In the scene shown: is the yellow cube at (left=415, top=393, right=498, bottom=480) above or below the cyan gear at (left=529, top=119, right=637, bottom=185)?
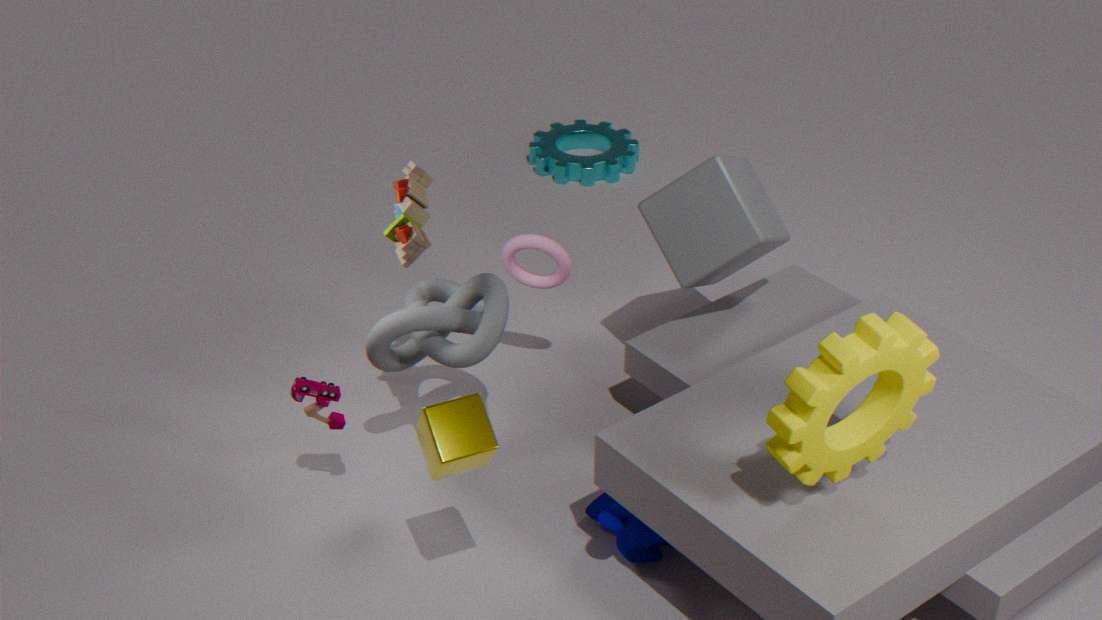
above
